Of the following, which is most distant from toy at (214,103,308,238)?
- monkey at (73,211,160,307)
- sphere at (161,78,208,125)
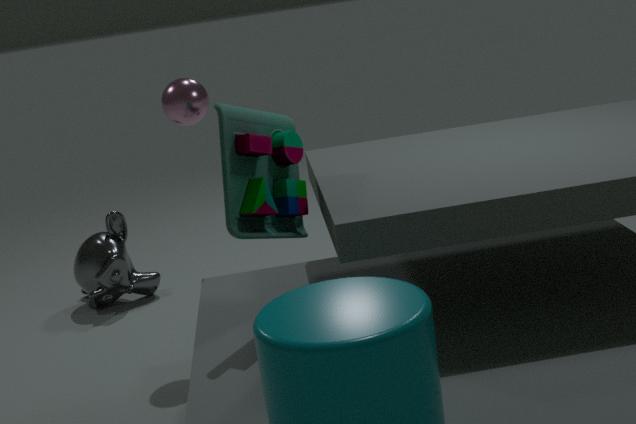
monkey at (73,211,160,307)
